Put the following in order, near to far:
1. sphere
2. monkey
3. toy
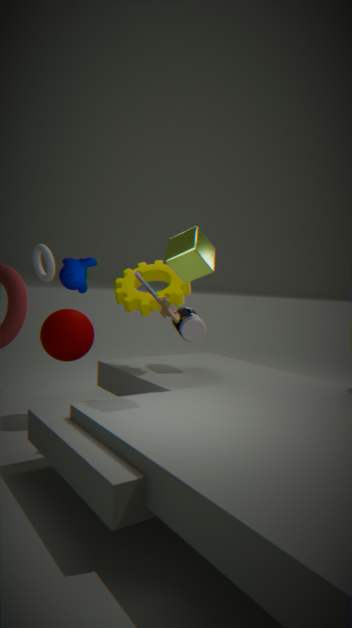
1. monkey
2. toy
3. sphere
